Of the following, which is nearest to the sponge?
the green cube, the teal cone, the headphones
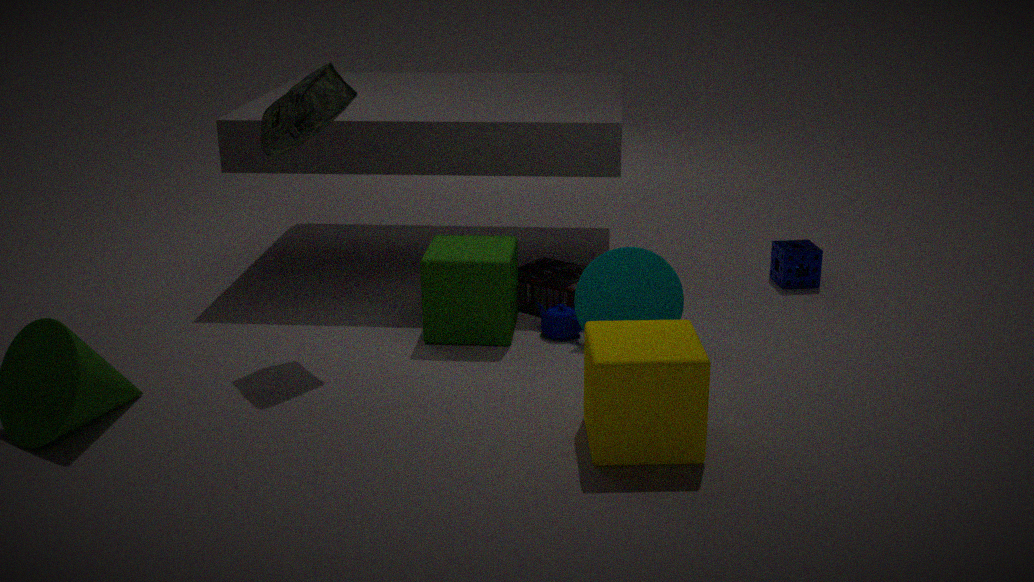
the teal cone
